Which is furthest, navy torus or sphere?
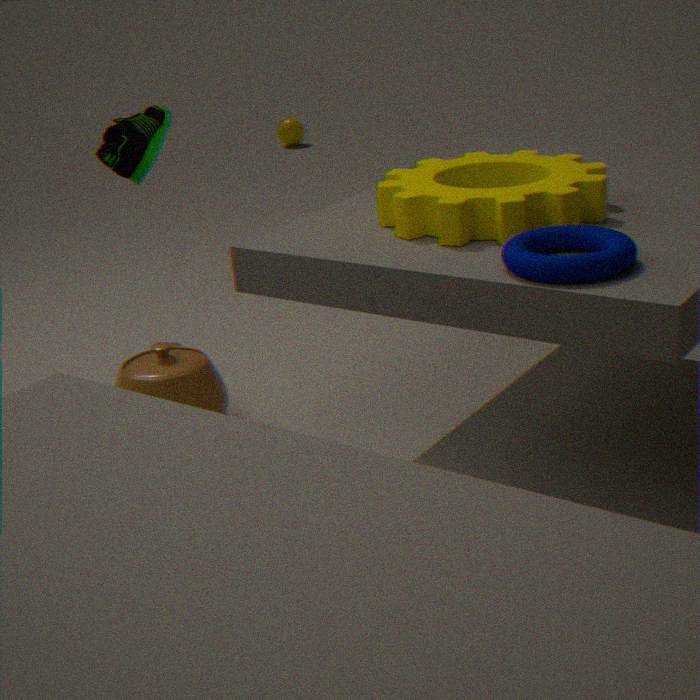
sphere
